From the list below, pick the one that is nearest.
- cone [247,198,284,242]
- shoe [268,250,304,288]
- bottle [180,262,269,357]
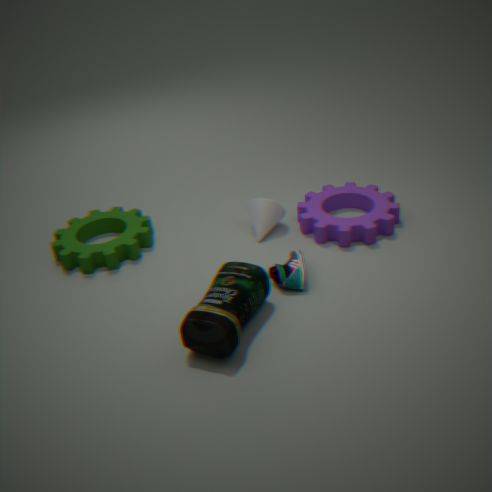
bottle [180,262,269,357]
